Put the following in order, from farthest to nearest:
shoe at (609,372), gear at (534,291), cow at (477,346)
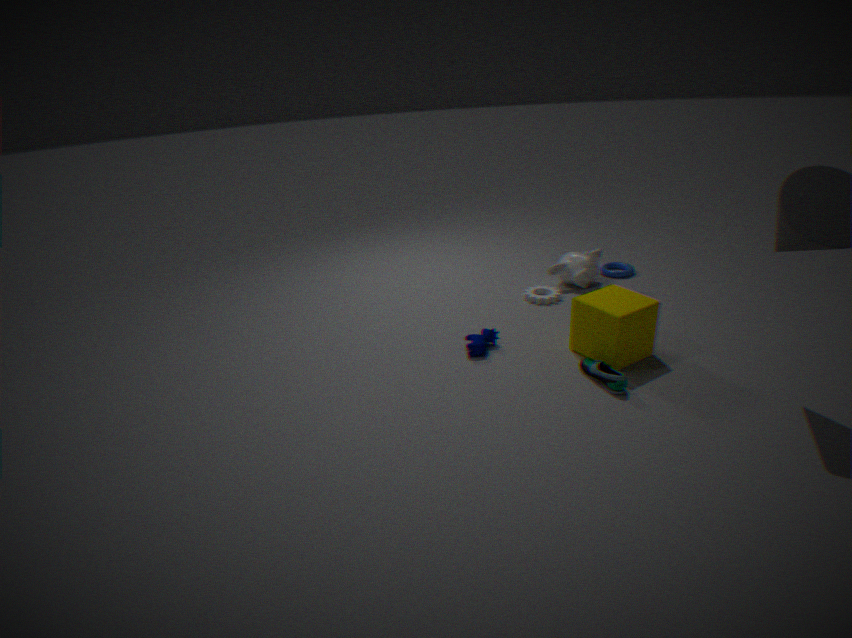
gear at (534,291), cow at (477,346), shoe at (609,372)
